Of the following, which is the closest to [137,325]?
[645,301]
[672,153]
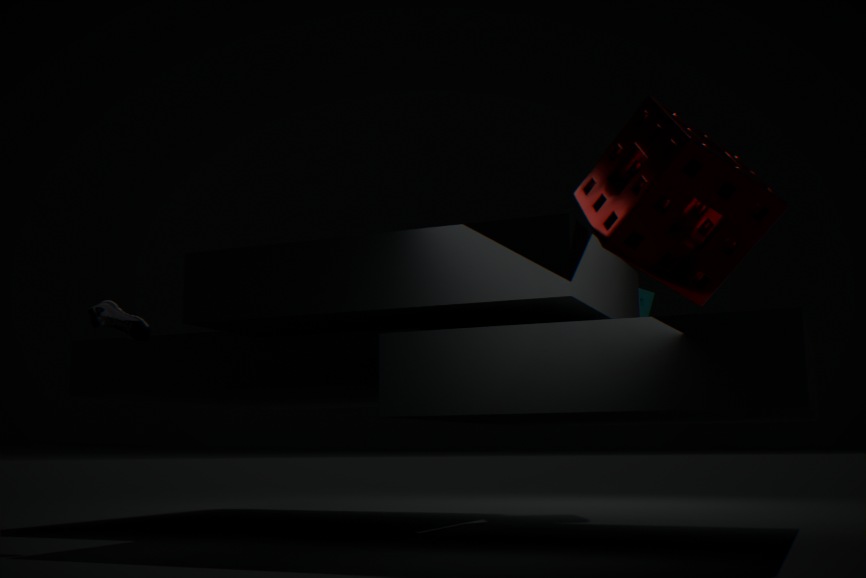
[672,153]
